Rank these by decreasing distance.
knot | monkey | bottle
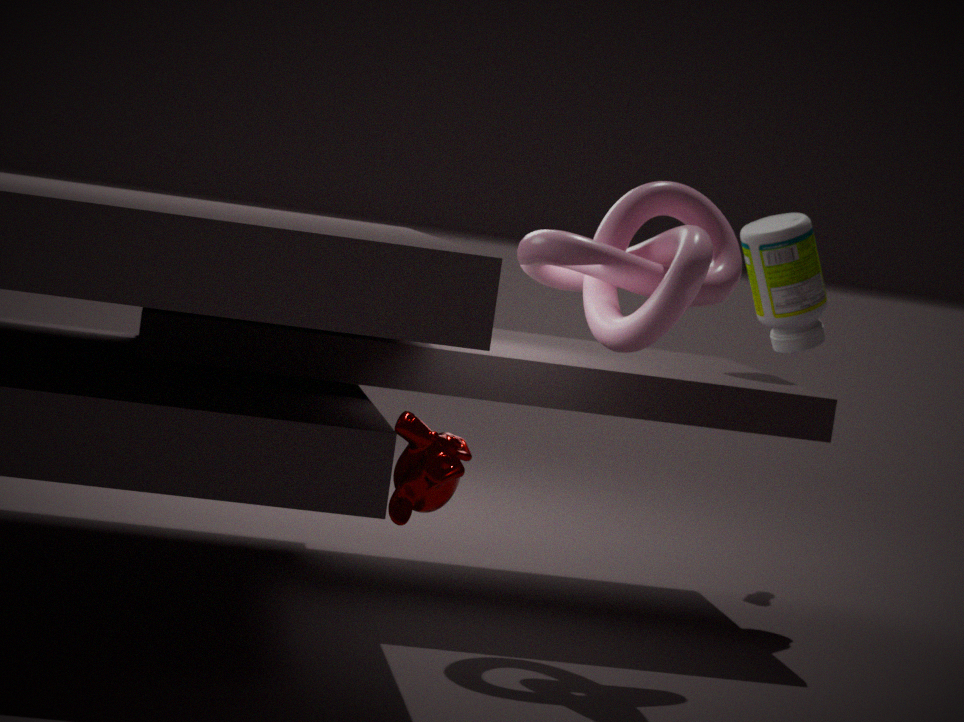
bottle < knot < monkey
